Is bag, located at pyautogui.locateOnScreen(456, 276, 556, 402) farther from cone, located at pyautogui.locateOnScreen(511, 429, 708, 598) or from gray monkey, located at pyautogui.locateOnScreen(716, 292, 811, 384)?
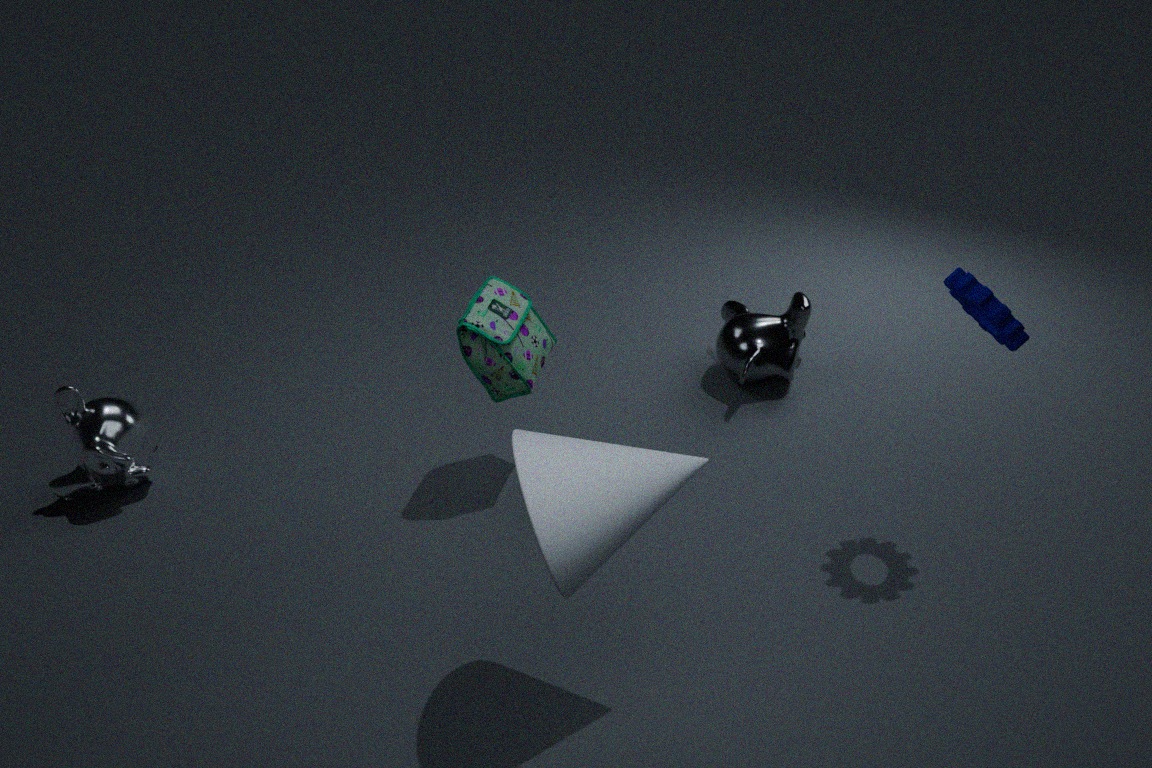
gray monkey, located at pyautogui.locateOnScreen(716, 292, 811, 384)
